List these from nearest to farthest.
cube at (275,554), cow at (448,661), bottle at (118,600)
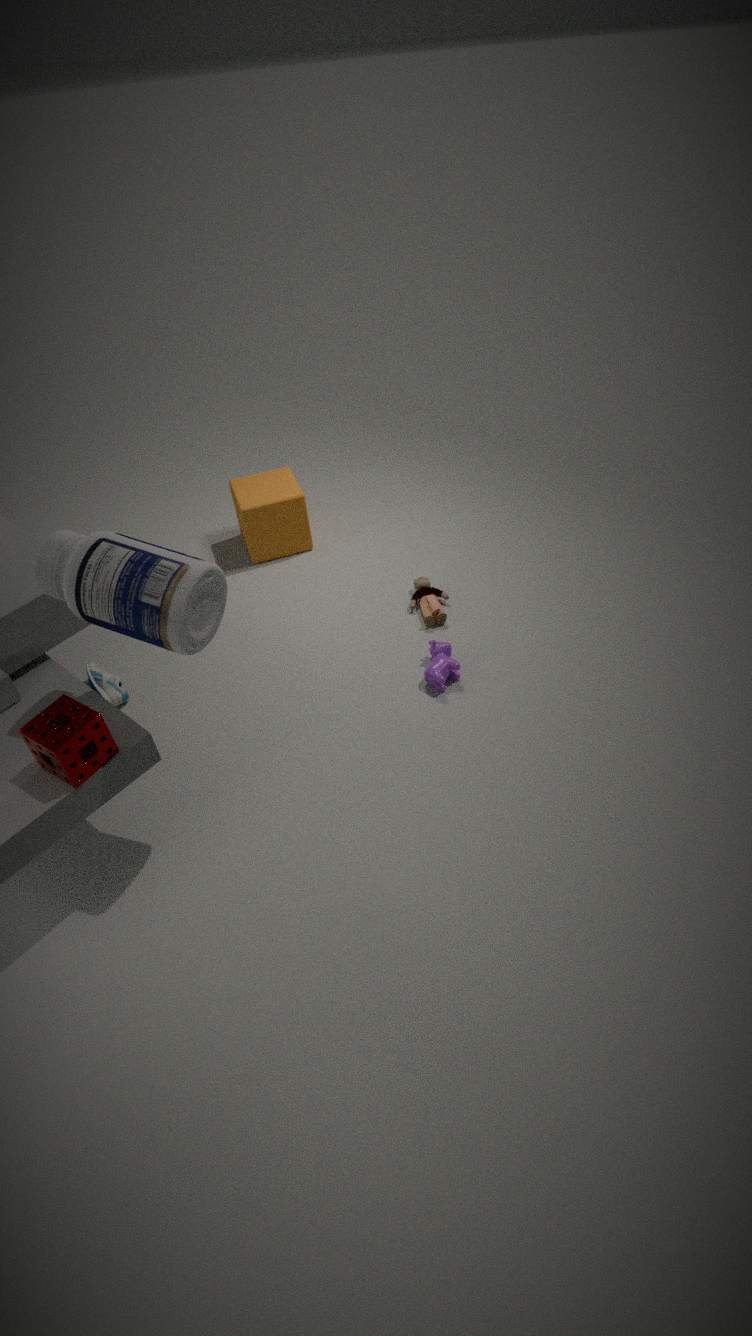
1. bottle at (118,600)
2. cow at (448,661)
3. cube at (275,554)
